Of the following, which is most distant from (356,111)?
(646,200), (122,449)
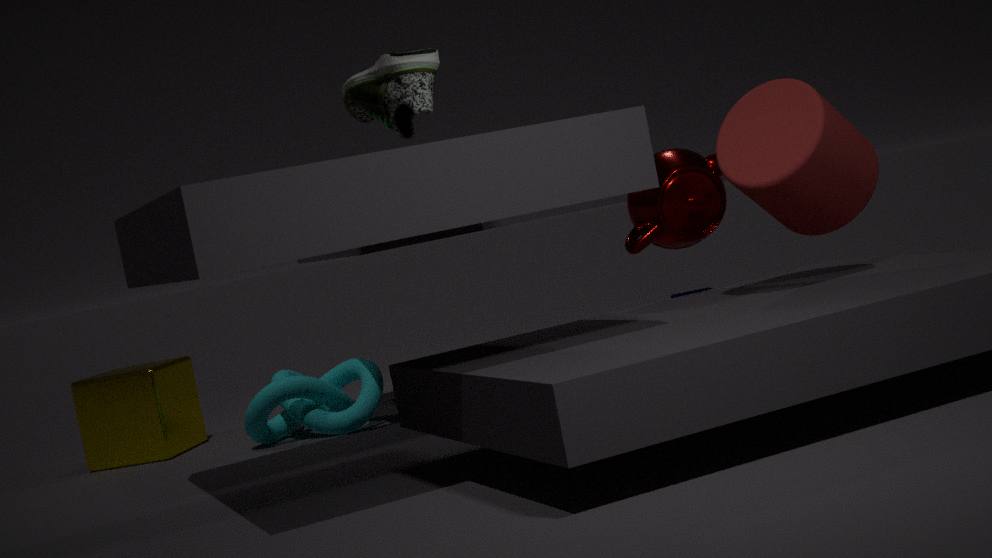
(122,449)
